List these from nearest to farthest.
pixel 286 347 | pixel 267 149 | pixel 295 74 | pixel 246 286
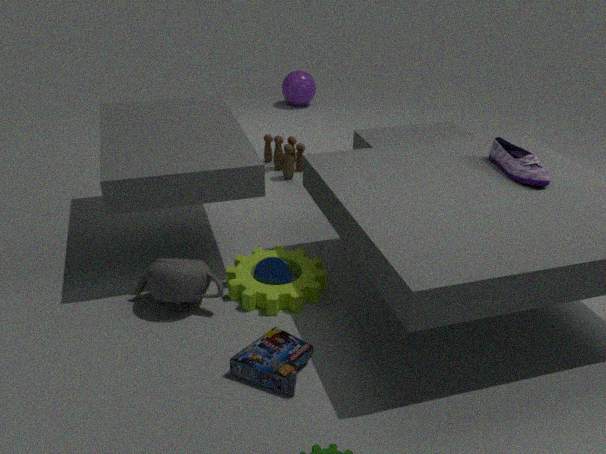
1. pixel 286 347
2. pixel 246 286
3. pixel 267 149
4. pixel 295 74
